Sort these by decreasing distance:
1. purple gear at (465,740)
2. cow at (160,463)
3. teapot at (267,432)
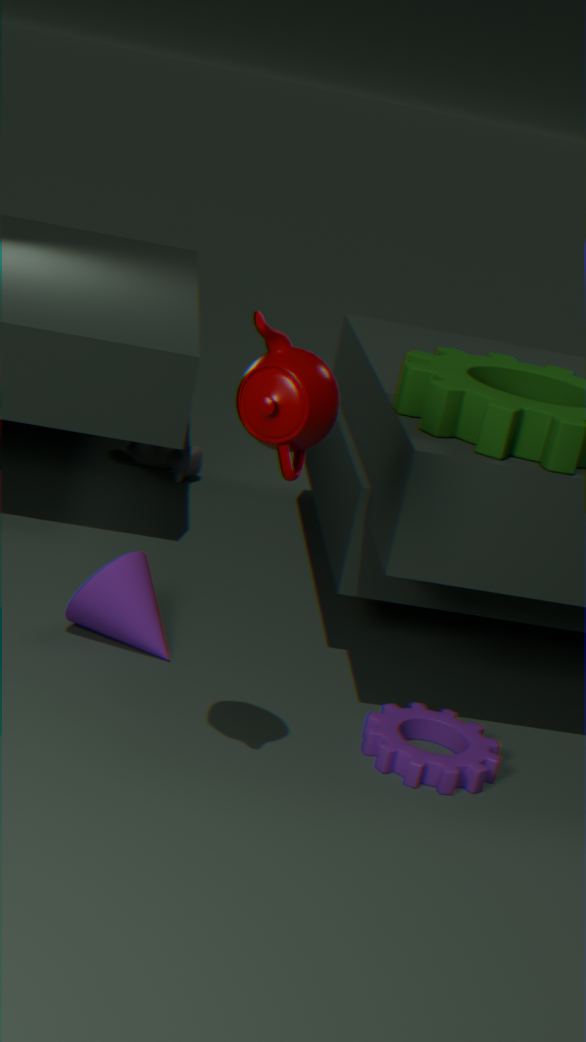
cow at (160,463) < purple gear at (465,740) < teapot at (267,432)
